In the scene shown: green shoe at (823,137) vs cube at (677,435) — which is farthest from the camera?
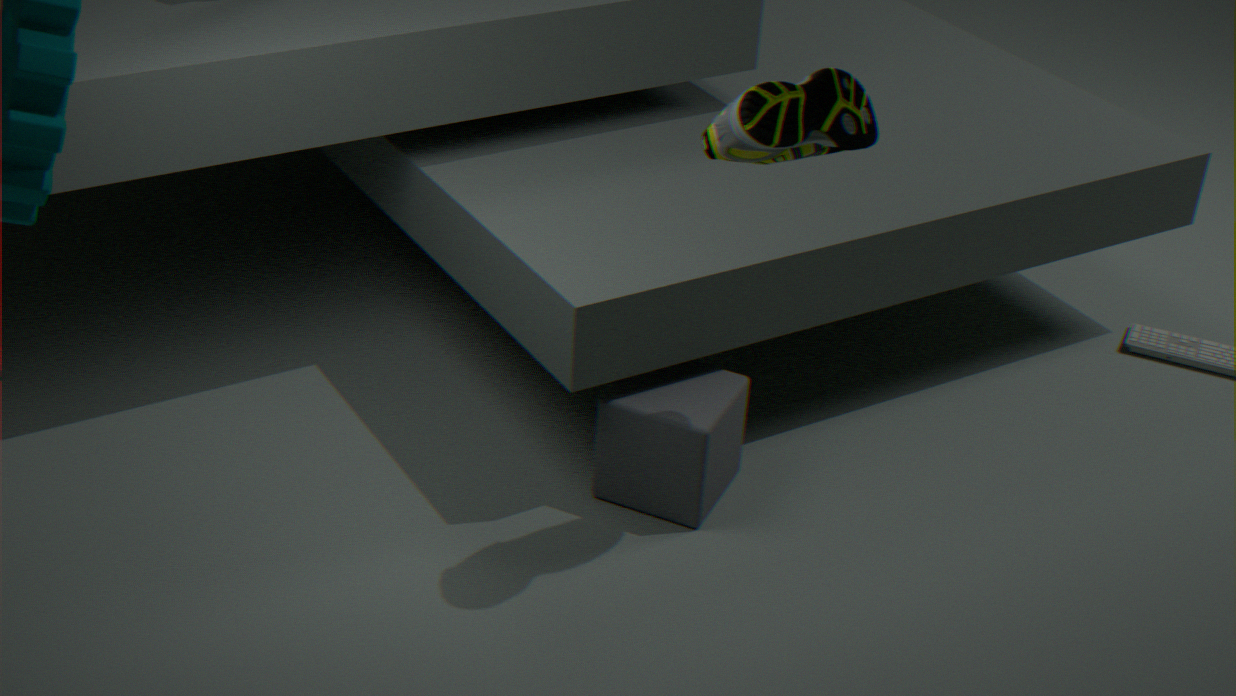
cube at (677,435)
